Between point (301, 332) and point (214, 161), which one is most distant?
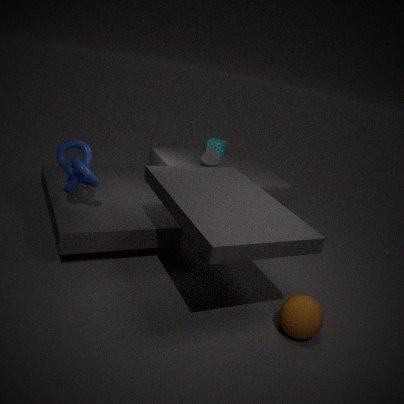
point (214, 161)
